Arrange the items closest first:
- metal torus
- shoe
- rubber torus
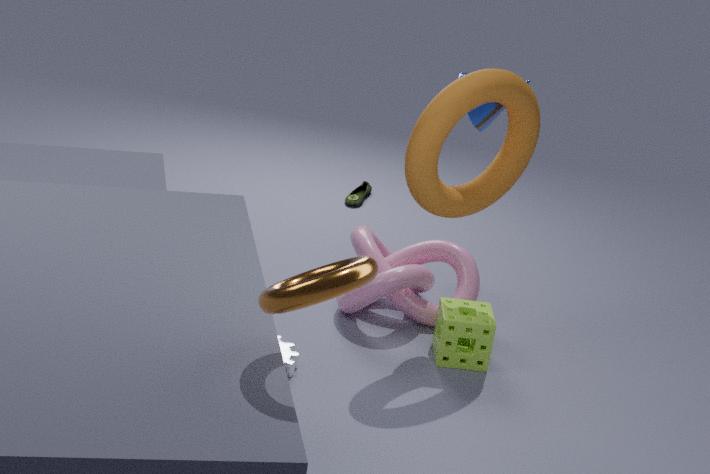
metal torus → rubber torus → shoe
